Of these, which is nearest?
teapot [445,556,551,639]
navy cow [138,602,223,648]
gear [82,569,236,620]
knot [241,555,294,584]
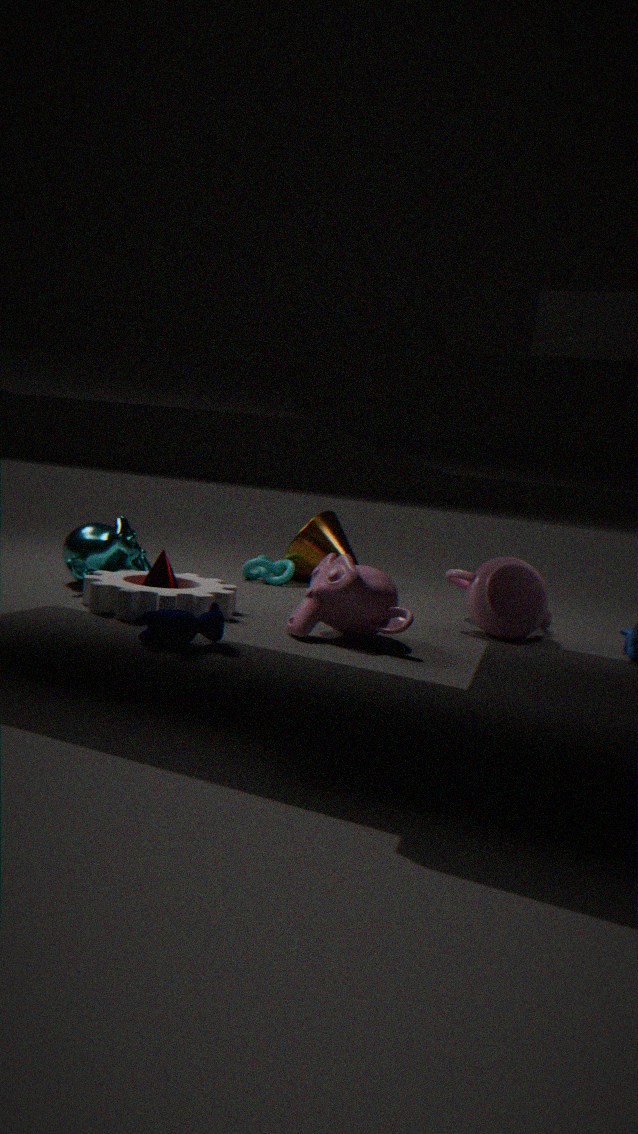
navy cow [138,602,223,648]
